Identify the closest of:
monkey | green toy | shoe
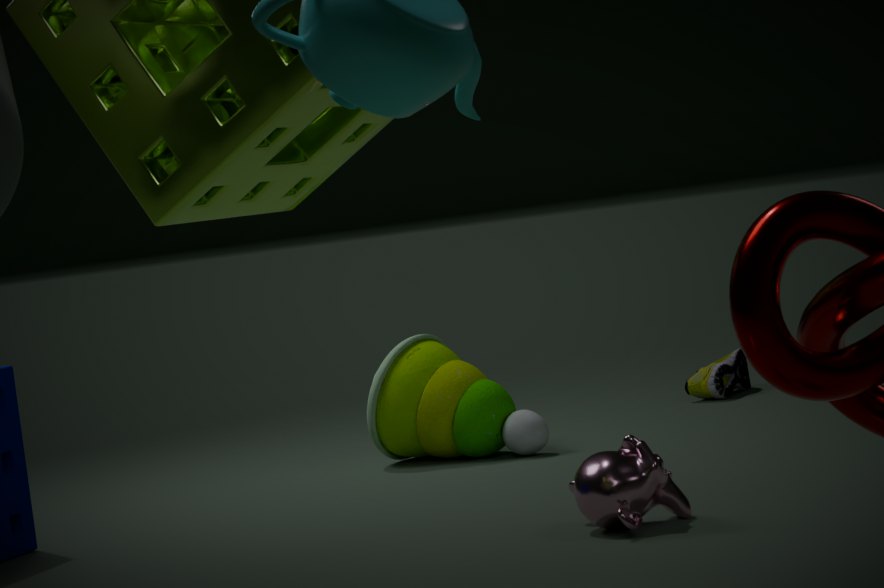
monkey
